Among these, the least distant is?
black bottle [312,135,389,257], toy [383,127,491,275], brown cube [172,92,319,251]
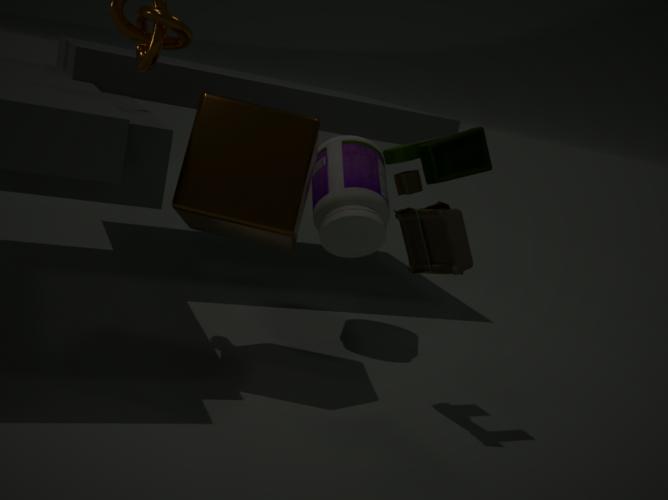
toy [383,127,491,275]
